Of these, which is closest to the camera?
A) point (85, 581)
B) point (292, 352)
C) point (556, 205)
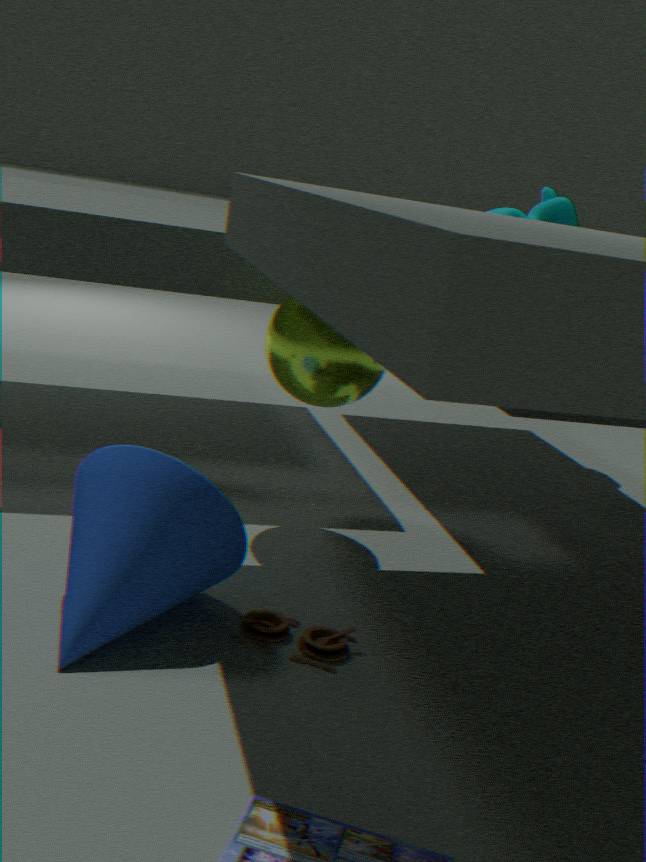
point (85, 581)
